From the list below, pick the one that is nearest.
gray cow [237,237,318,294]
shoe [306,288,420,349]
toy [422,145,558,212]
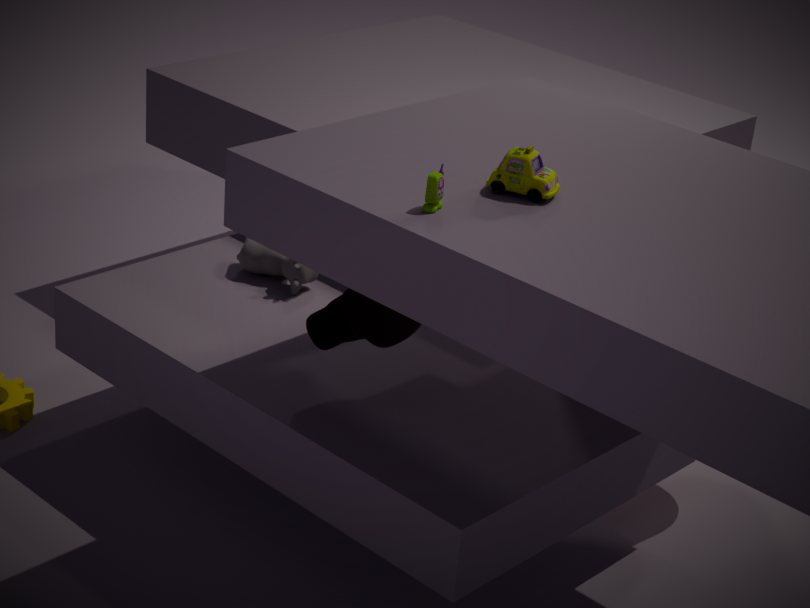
toy [422,145,558,212]
